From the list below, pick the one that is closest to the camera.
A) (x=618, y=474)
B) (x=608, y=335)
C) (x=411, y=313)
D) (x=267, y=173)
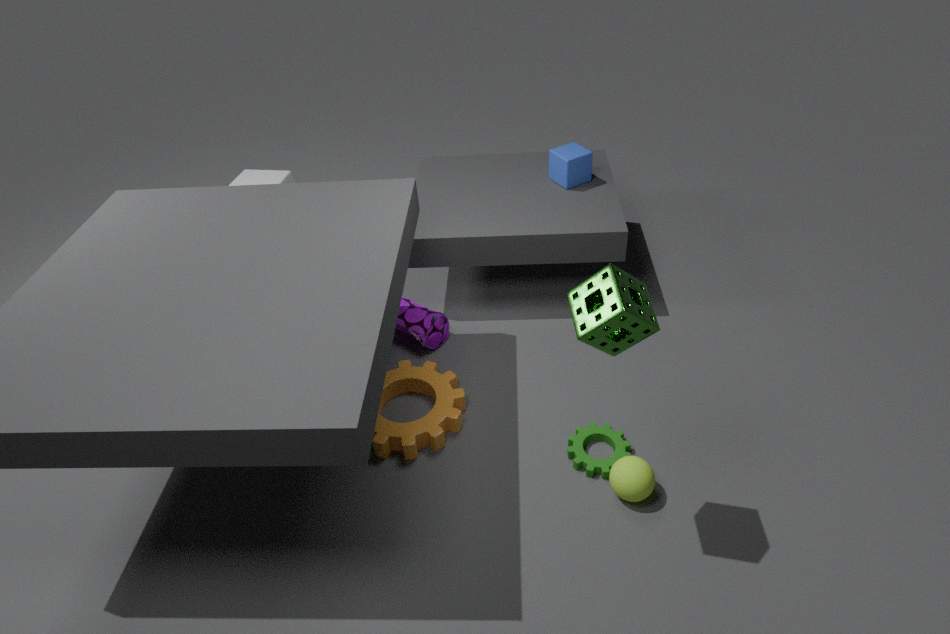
(x=608, y=335)
